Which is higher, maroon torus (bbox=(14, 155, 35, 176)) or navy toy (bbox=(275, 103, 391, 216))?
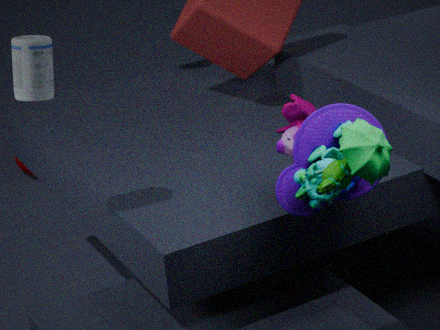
navy toy (bbox=(275, 103, 391, 216))
